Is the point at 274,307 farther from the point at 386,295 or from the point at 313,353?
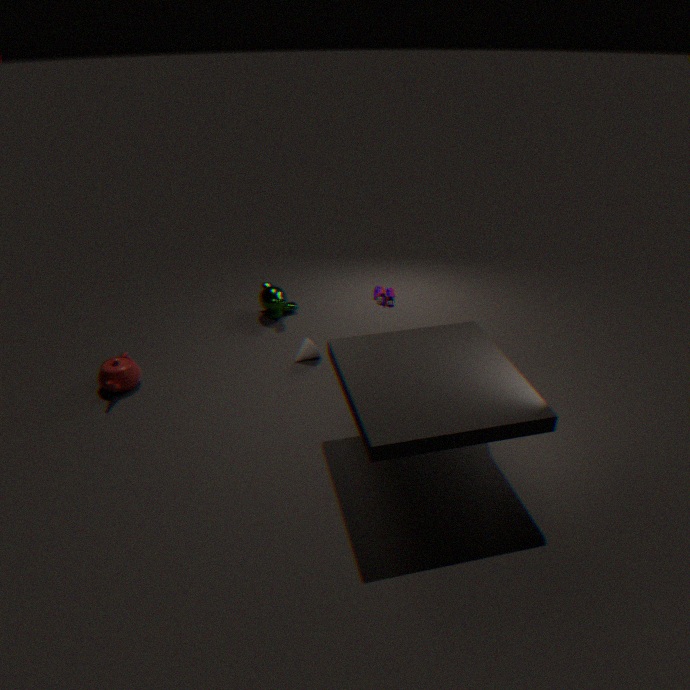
the point at 386,295
